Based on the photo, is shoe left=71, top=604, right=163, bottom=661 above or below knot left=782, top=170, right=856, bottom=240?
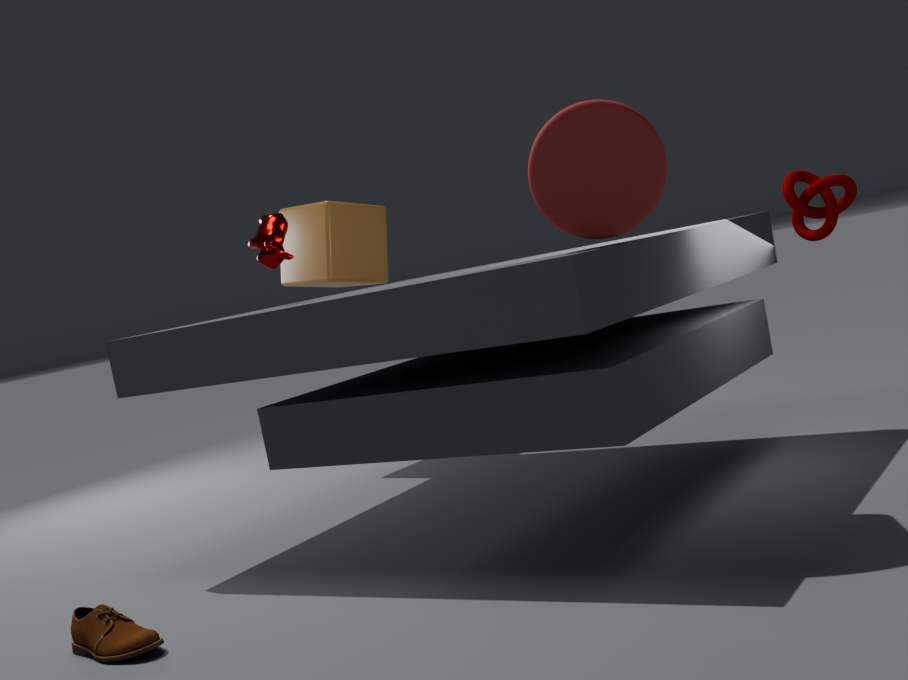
below
